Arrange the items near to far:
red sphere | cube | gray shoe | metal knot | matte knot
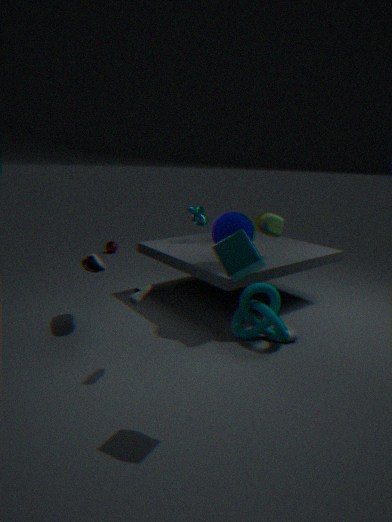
1. cube
2. gray shoe
3. matte knot
4. metal knot
5. red sphere
